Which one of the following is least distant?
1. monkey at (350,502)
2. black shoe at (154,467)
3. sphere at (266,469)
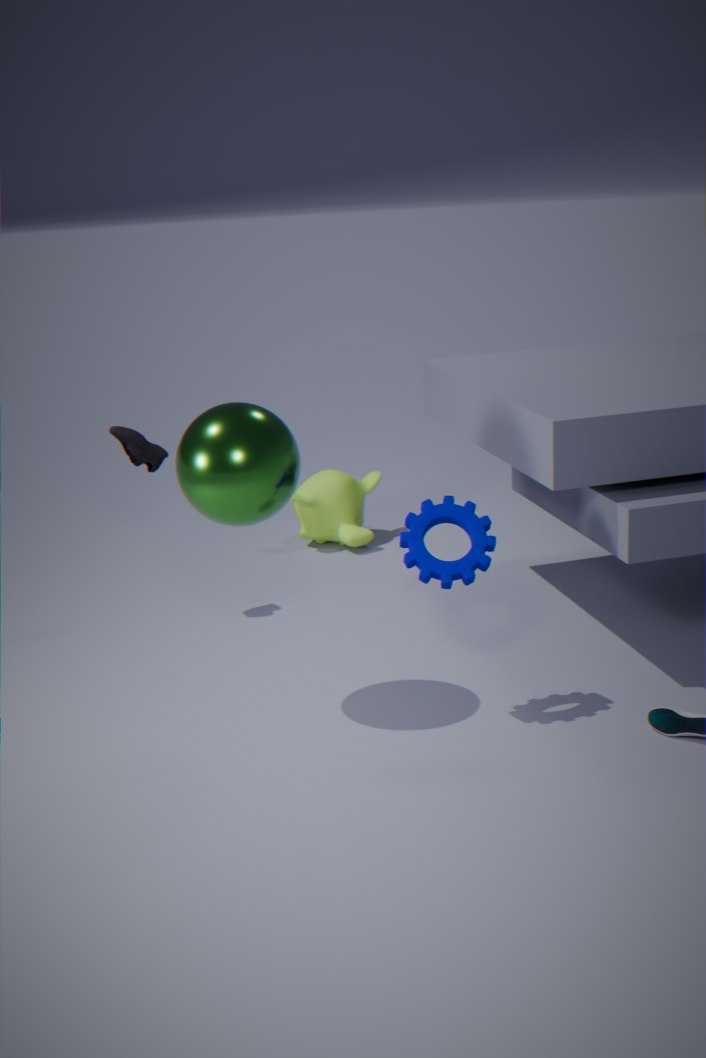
sphere at (266,469)
